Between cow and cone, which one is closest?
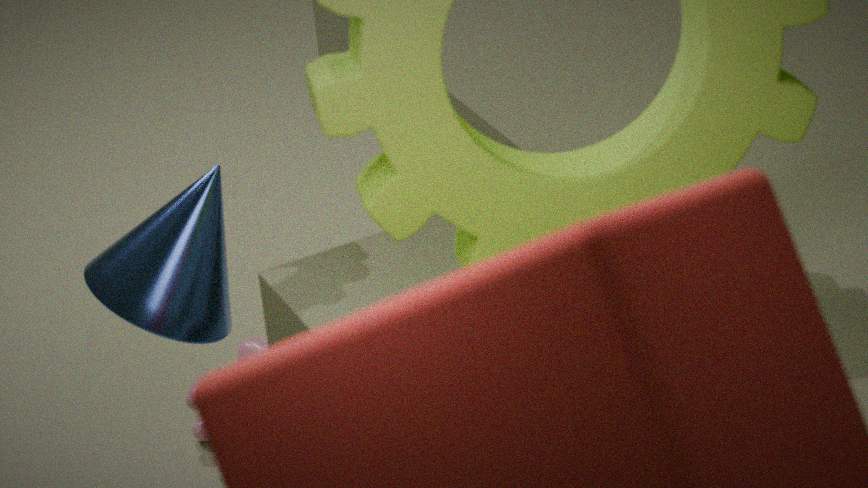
cow
